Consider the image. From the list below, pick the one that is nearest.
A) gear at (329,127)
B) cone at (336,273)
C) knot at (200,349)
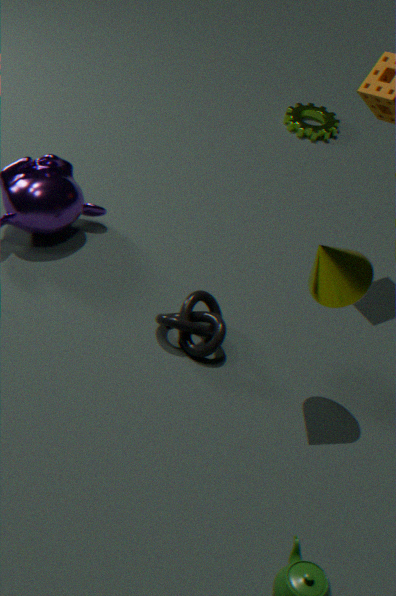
cone at (336,273)
